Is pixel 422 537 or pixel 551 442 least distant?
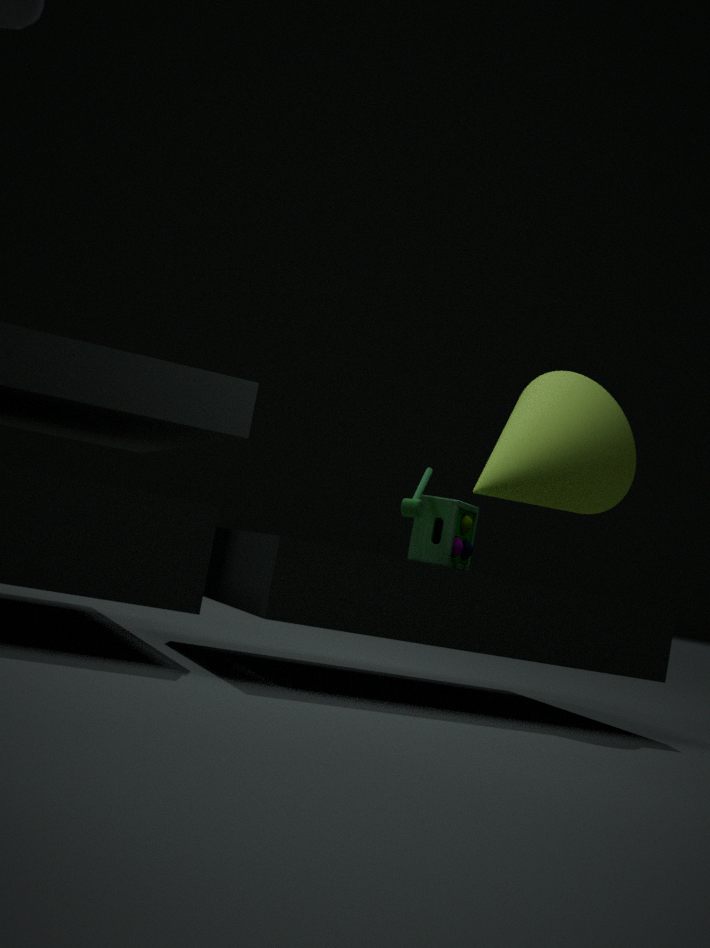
pixel 422 537
